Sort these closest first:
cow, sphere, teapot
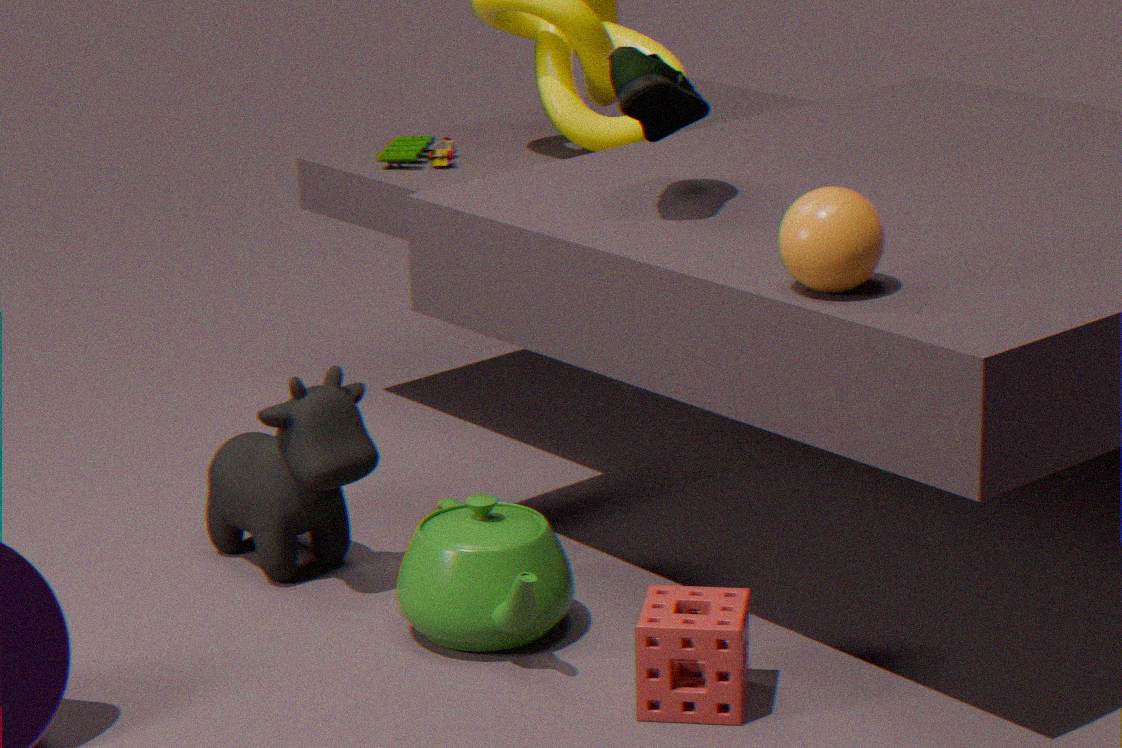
sphere < teapot < cow
